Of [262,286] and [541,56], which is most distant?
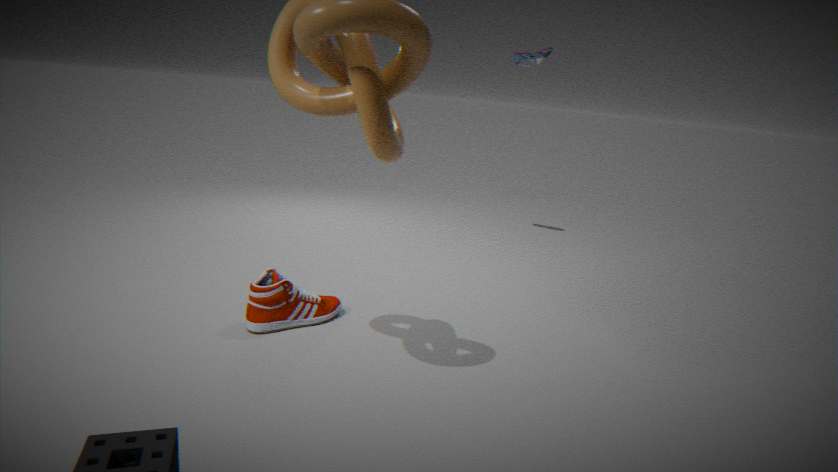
[541,56]
